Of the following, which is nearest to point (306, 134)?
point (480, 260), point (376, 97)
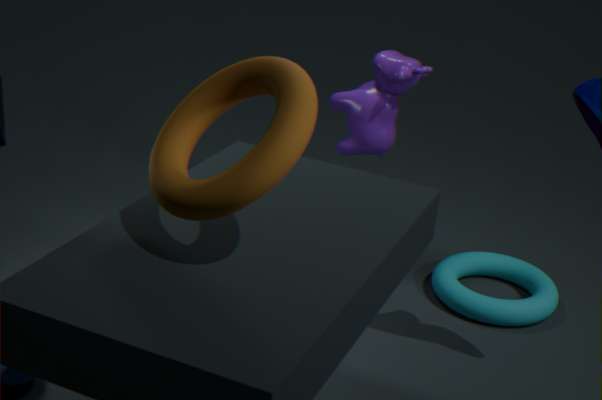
point (376, 97)
